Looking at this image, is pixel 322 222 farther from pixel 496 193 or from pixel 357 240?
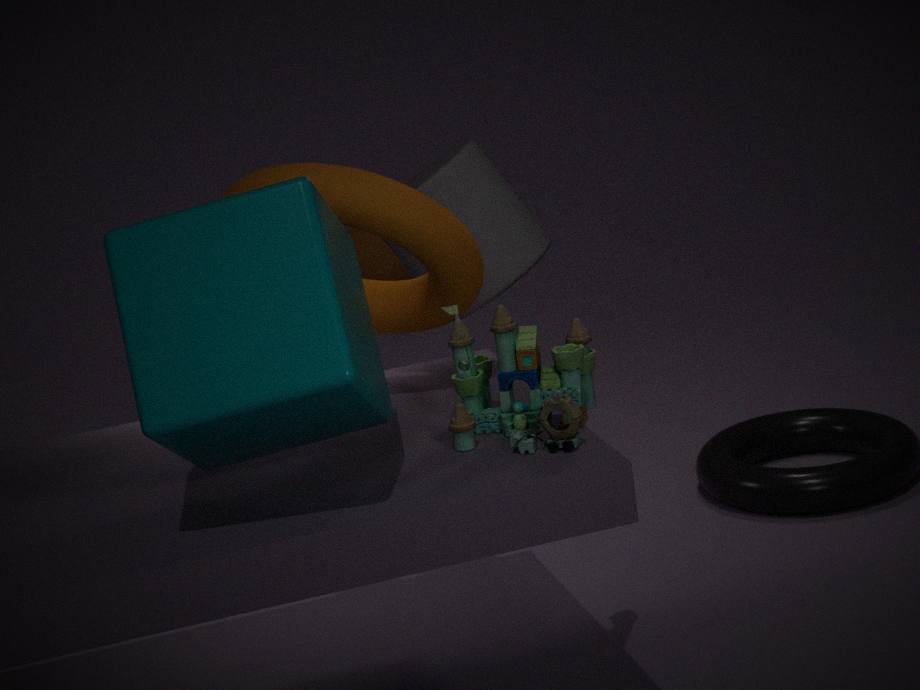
pixel 357 240
